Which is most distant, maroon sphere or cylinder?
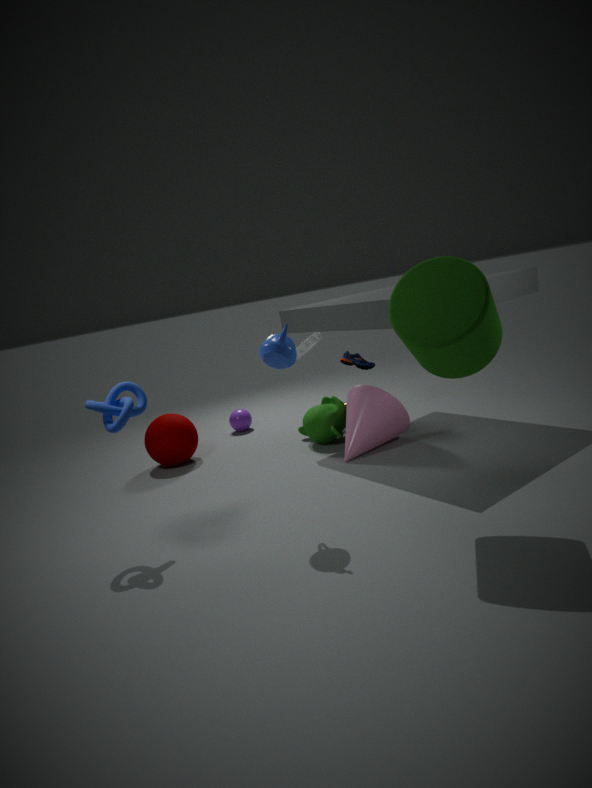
maroon sphere
